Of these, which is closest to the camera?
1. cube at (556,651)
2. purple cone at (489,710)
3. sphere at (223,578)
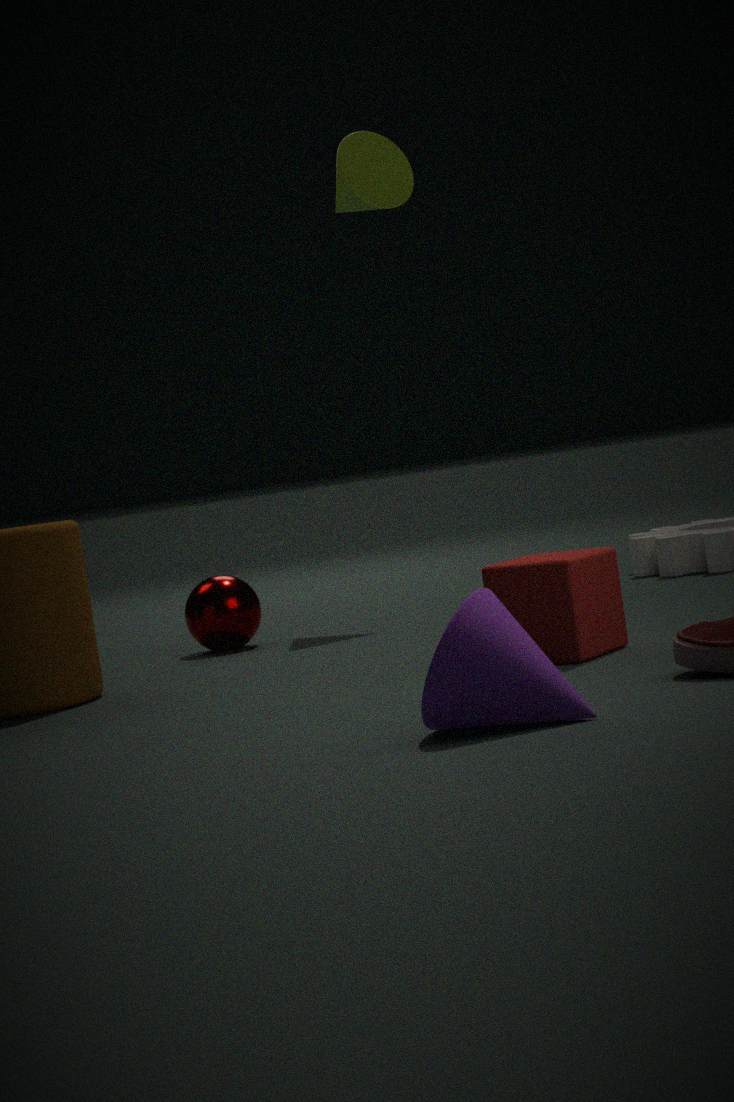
purple cone at (489,710)
